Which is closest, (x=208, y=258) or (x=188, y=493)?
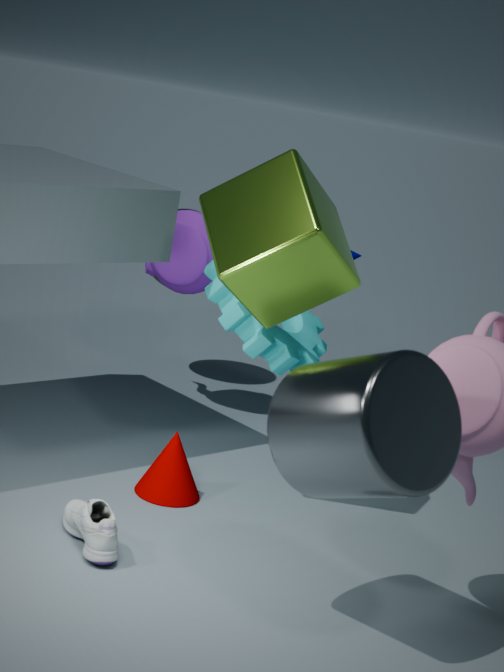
(x=188, y=493)
